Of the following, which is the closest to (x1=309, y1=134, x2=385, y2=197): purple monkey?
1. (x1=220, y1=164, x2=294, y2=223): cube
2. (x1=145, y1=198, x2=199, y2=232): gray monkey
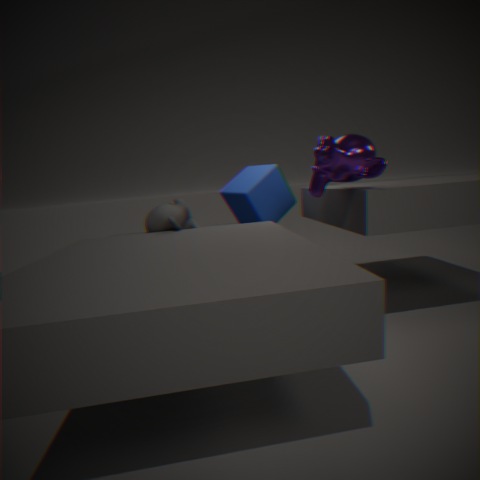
(x1=220, y1=164, x2=294, y2=223): cube
